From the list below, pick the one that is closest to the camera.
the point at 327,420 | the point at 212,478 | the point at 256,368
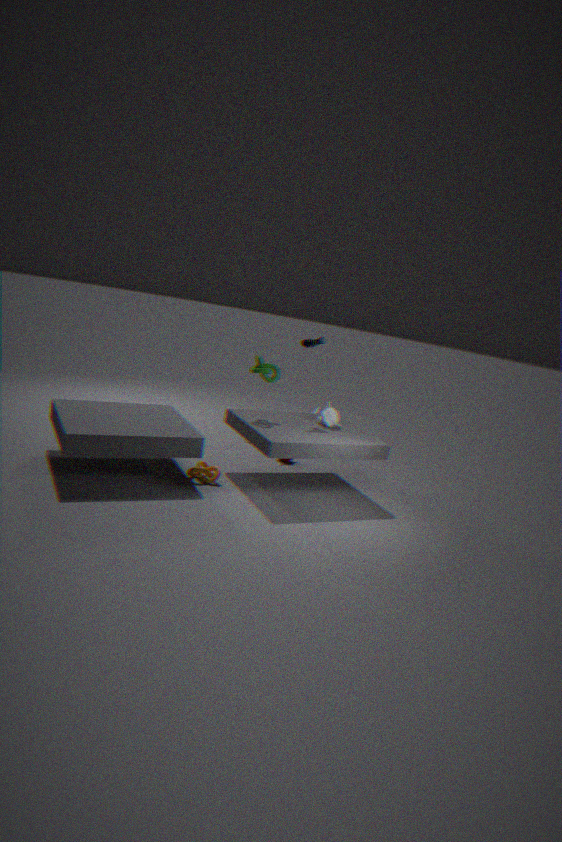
the point at 212,478
